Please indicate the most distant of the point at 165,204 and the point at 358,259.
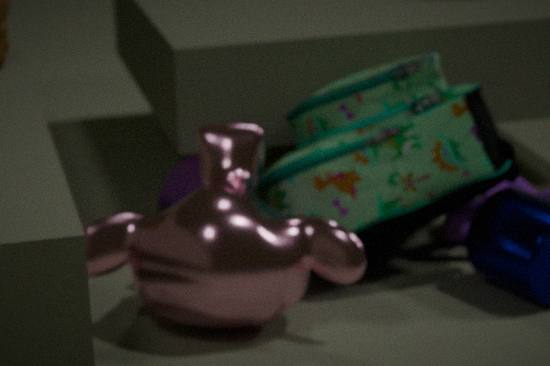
the point at 165,204
